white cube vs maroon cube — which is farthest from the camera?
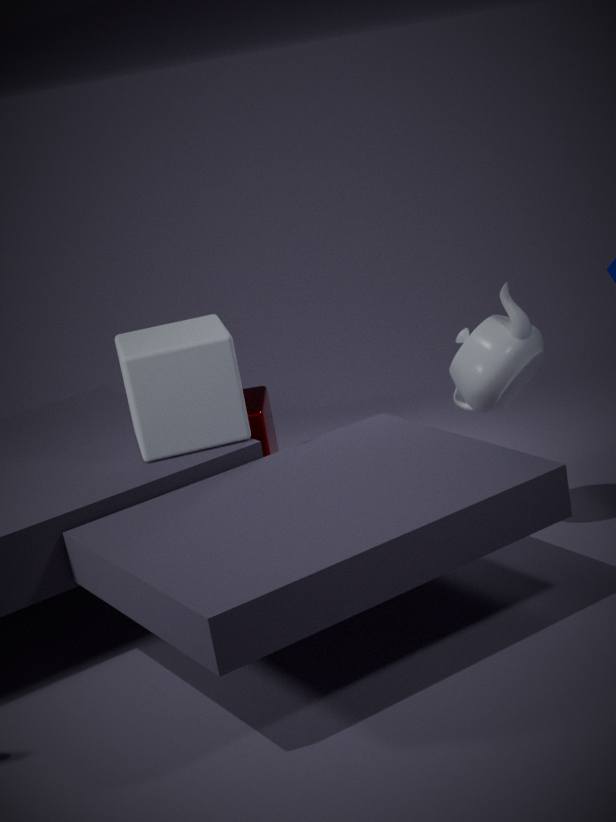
maroon cube
